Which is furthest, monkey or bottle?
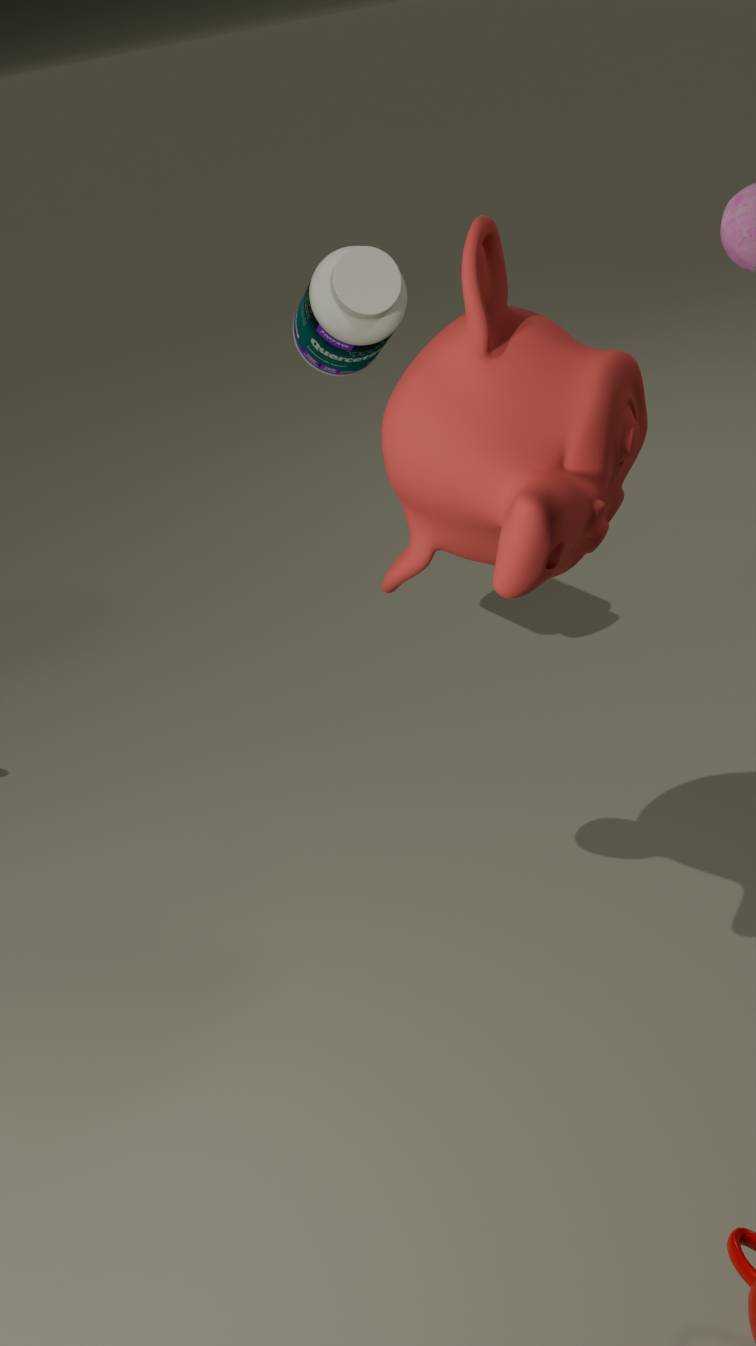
bottle
